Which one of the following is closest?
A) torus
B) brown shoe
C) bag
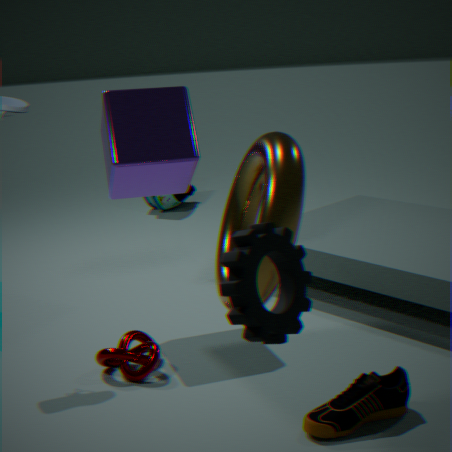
torus
